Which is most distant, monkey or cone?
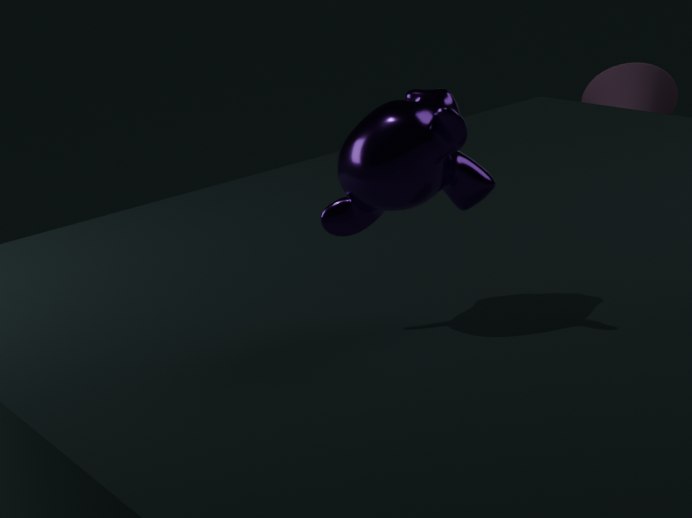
cone
